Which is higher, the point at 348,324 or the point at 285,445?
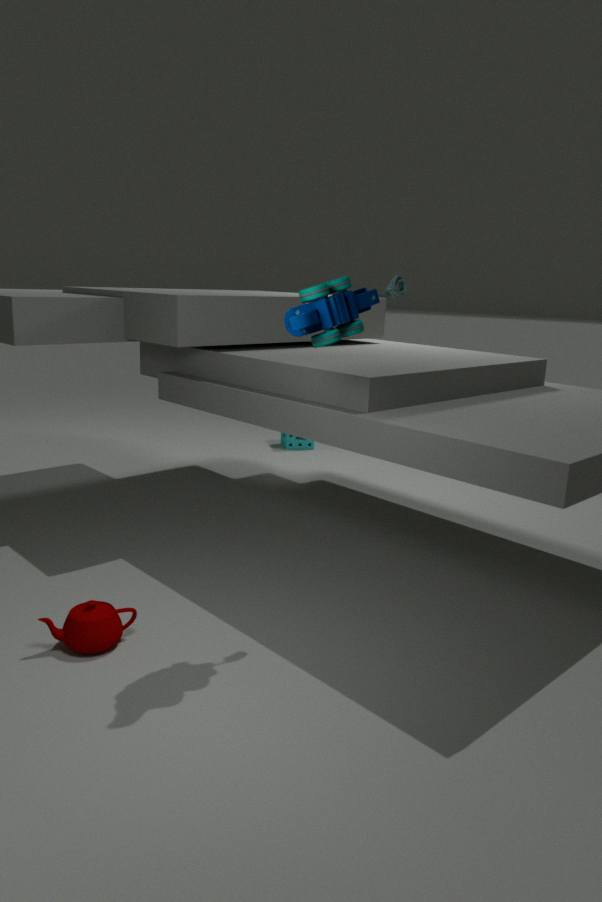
the point at 348,324
